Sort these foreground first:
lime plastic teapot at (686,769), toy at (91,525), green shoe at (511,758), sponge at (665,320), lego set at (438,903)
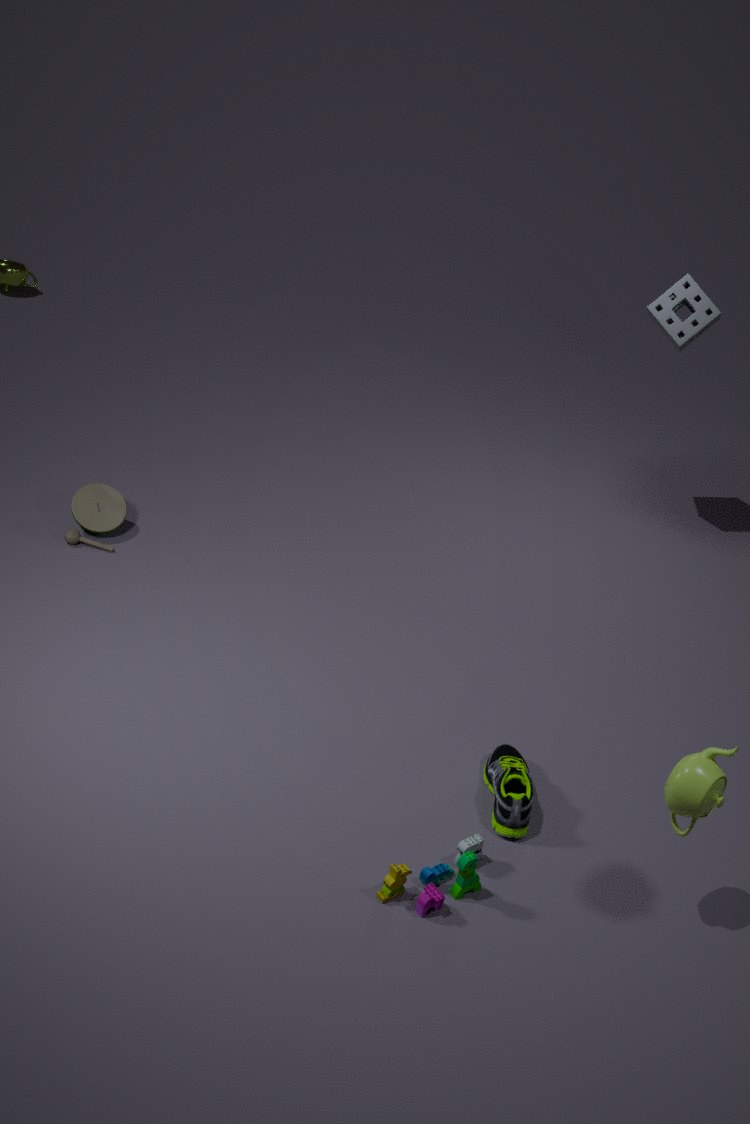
1. lime plastic teapot at (686,769)
2. lego set at (438,903)
3. green shoe at (511,758)
4. toy at (91,525)
5. sponge at (665,320)
